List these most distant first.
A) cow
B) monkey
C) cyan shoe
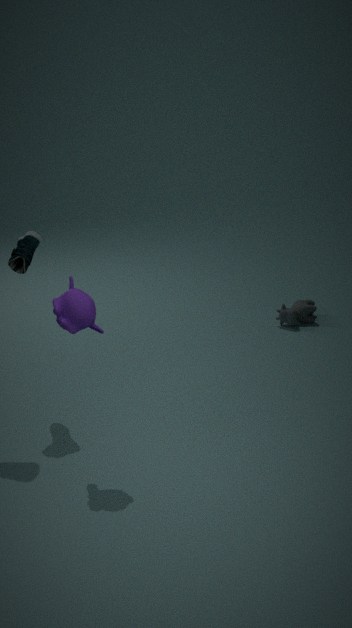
cow
cyan shoe
monkey
